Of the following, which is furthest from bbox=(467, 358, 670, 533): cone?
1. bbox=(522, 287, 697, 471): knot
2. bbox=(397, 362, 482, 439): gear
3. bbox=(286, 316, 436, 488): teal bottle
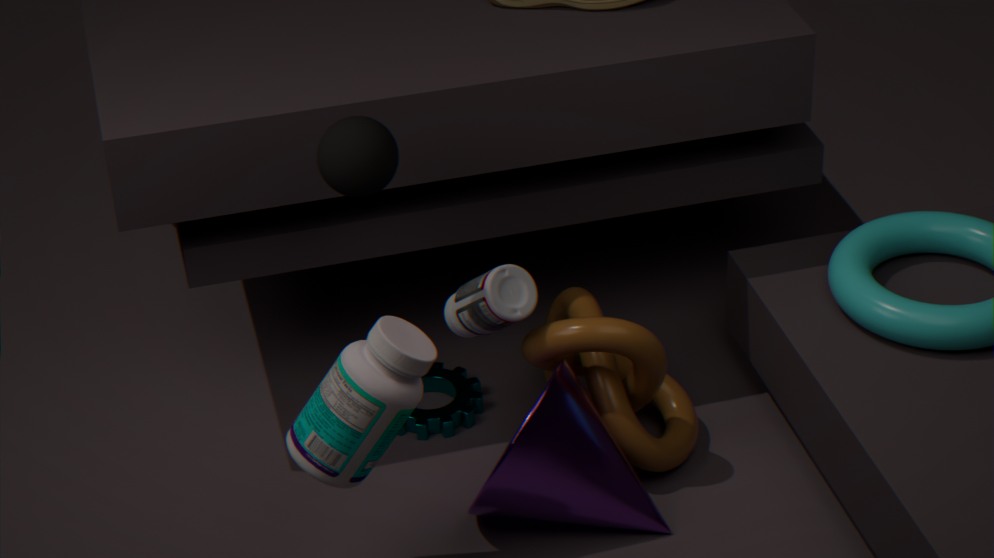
bbox=(286, 316, 436, 488): teal bottle
